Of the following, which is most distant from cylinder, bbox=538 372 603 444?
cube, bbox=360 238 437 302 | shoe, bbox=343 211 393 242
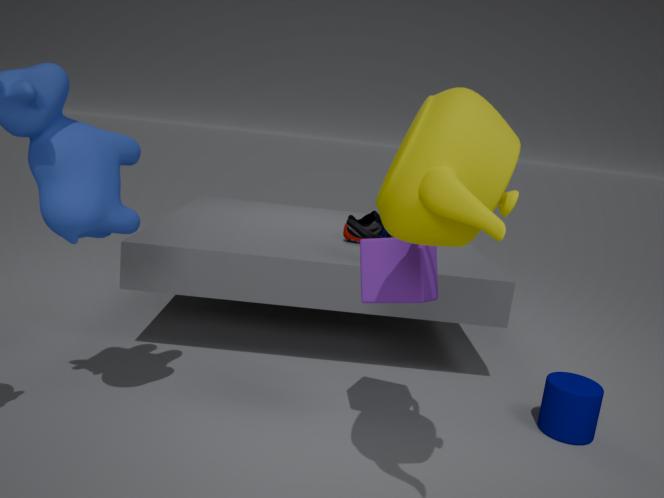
shoe, bbox=343 211 393 242
